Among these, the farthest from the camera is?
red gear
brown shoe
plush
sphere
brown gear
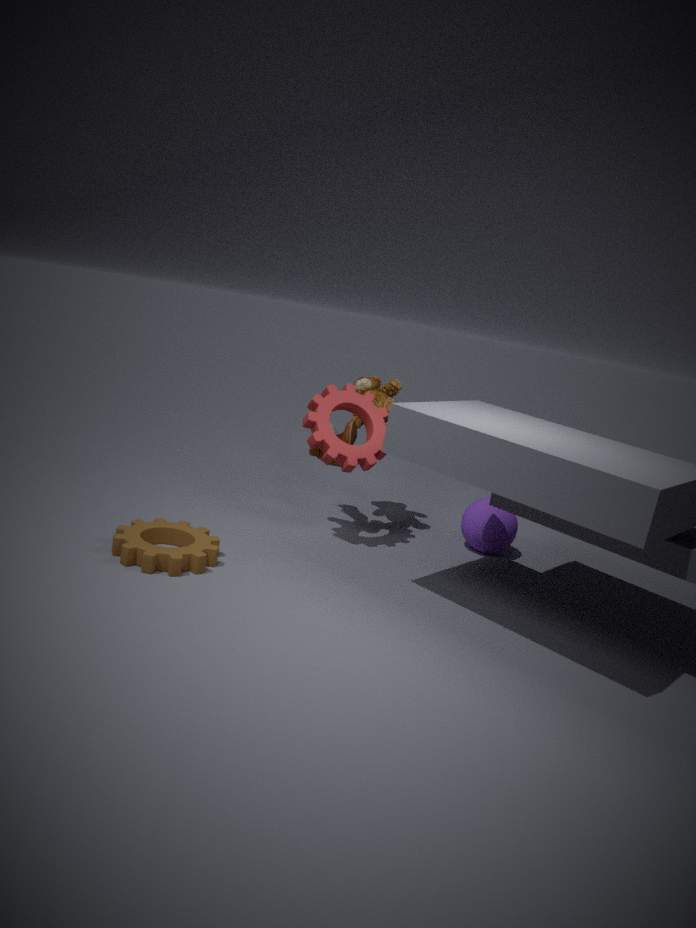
plush
